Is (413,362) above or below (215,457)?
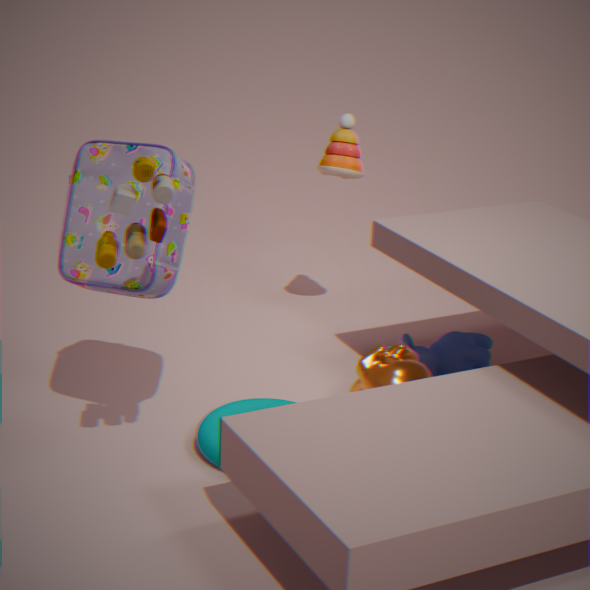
above
